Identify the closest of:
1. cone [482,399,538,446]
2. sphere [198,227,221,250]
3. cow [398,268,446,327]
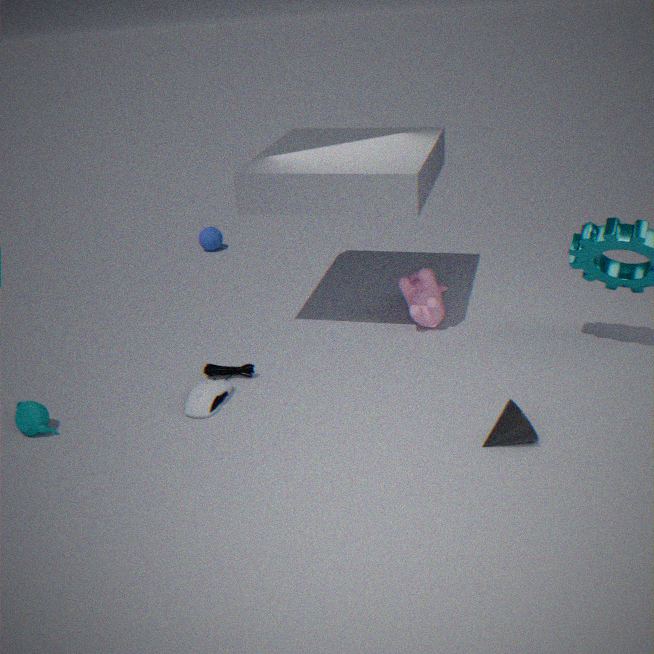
cone [482,399,538,446]
